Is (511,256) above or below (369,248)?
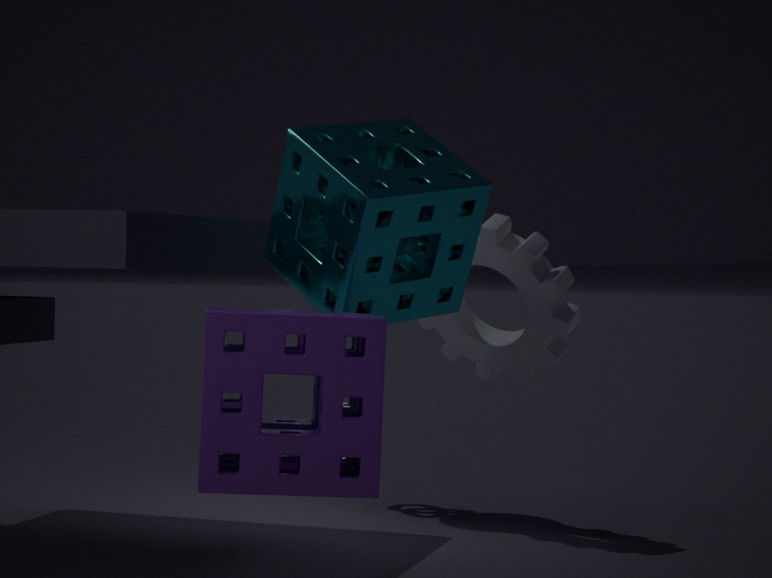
below
